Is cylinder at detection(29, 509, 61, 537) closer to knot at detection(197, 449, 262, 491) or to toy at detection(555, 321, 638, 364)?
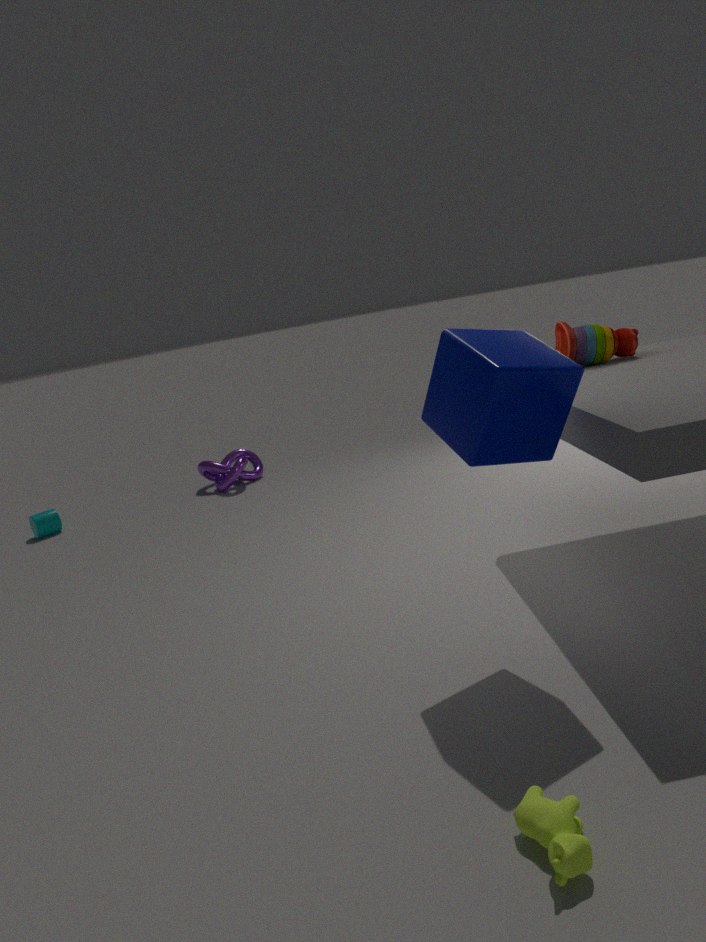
knot at detection(197, 449, 262, 491)
